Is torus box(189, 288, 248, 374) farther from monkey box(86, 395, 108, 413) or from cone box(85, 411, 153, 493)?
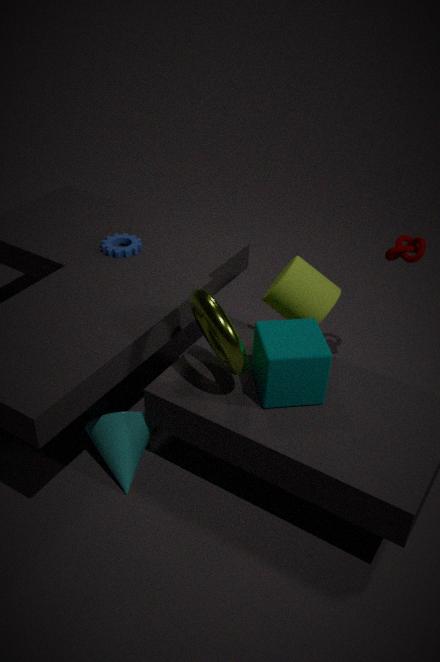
monkey box(86, 395, 108, 413)
